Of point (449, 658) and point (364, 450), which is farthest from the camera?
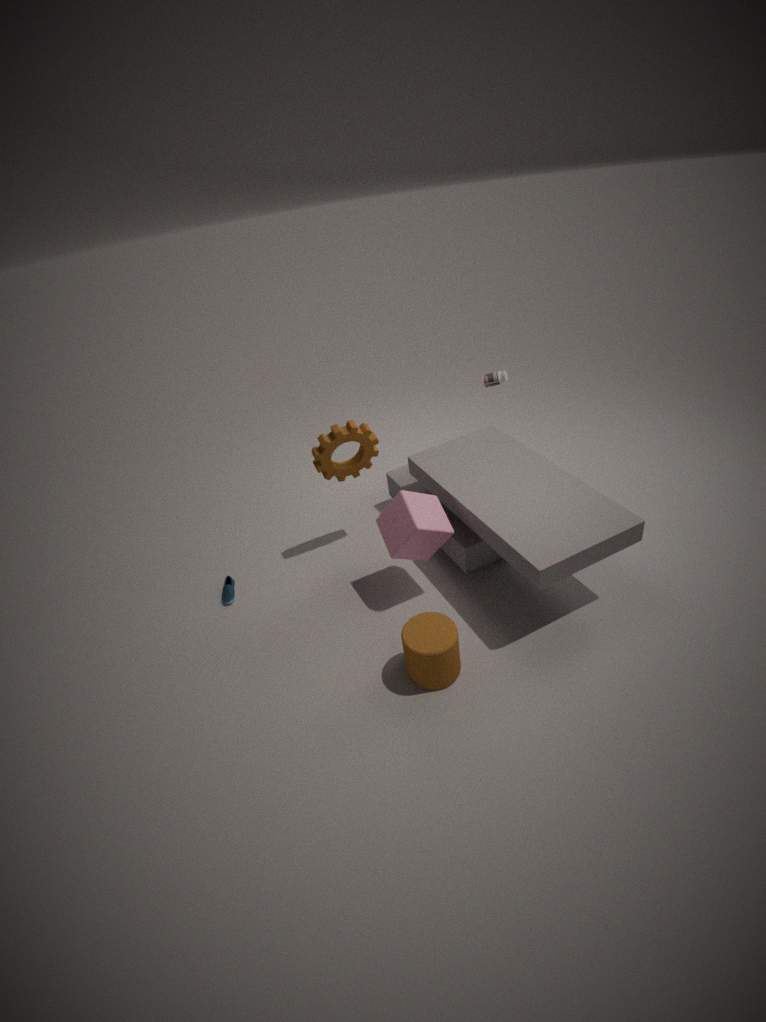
point (364, 450)
